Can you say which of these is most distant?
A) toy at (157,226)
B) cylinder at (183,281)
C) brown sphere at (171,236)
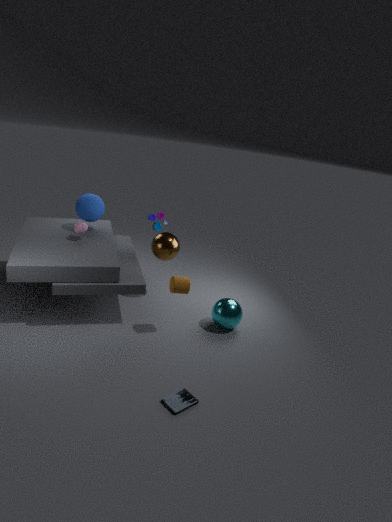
toy at (157,226)
